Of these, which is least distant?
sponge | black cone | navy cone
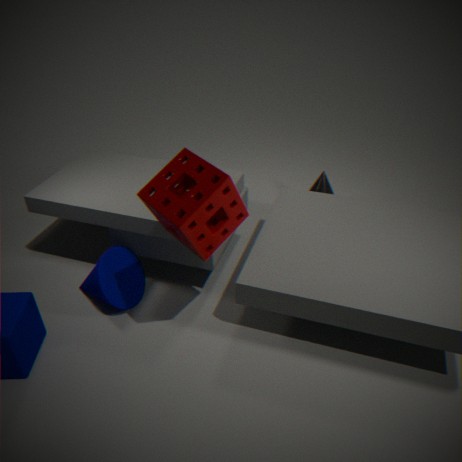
sponge
